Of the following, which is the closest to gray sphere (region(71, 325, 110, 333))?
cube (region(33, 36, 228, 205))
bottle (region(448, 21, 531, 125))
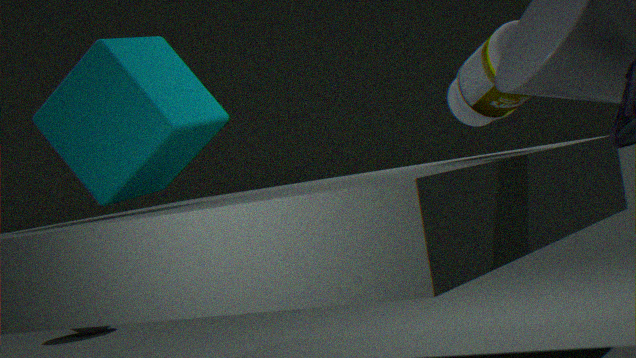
cube (region(33, 36, 228, 205))
